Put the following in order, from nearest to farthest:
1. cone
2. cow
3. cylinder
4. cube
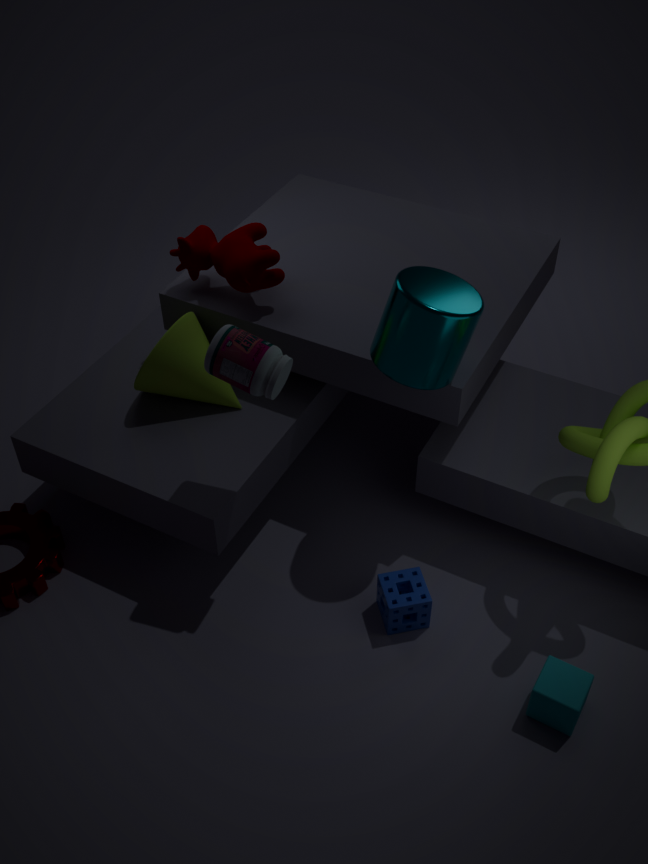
cube < cylinder < cone < cow
